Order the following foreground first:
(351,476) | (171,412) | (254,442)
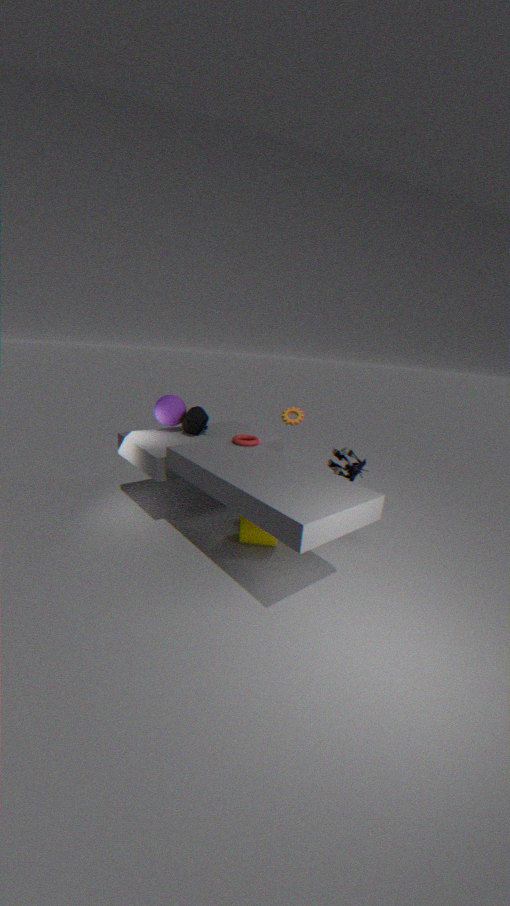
1. (254,442)
2. (351,476)
3. (171,412)
